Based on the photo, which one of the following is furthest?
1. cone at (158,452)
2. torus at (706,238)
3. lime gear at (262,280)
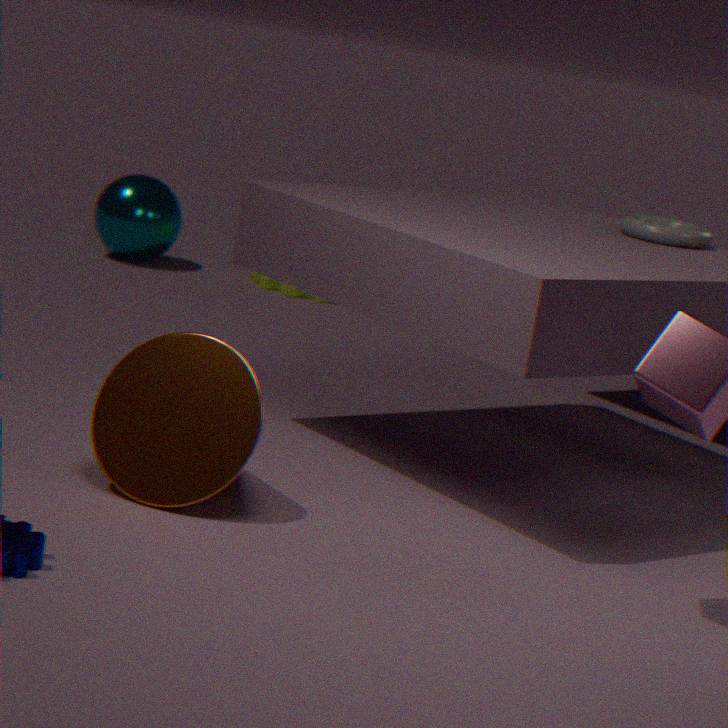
lime gear at (262,280)
